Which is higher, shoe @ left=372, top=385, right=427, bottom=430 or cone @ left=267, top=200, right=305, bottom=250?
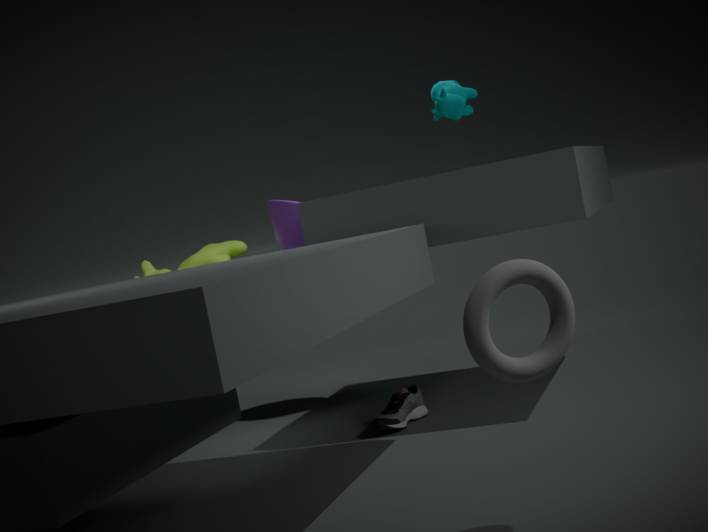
cone @ left=267, top=200, right=305, bottom=250
